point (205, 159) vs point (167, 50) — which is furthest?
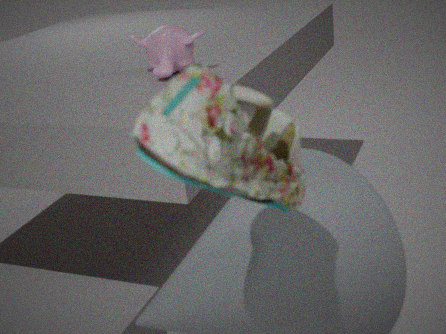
point (167, 50)
